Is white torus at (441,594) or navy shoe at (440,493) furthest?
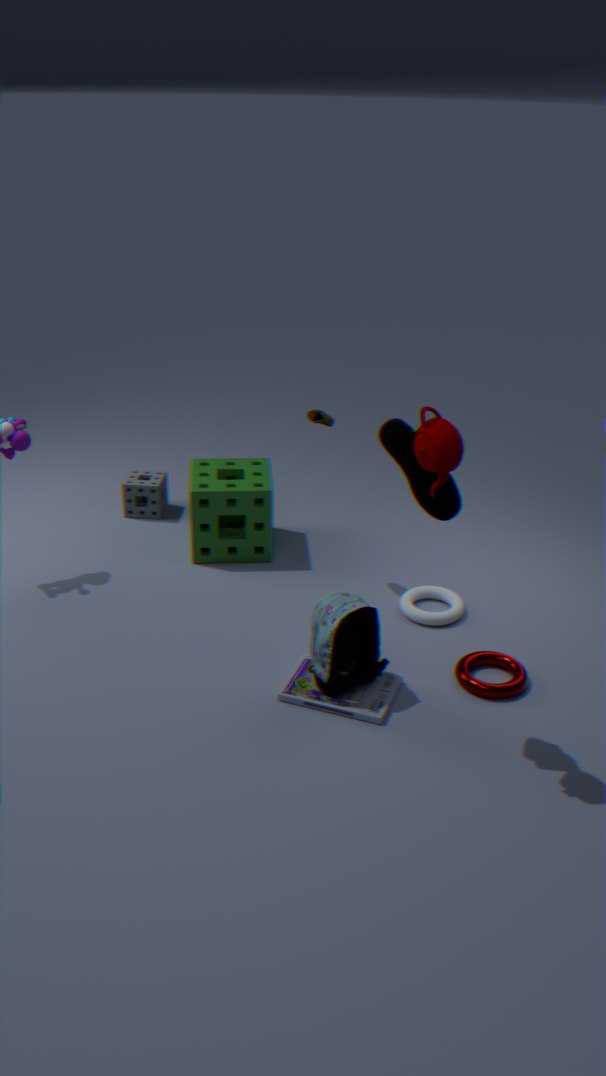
white torus at (441,594)
